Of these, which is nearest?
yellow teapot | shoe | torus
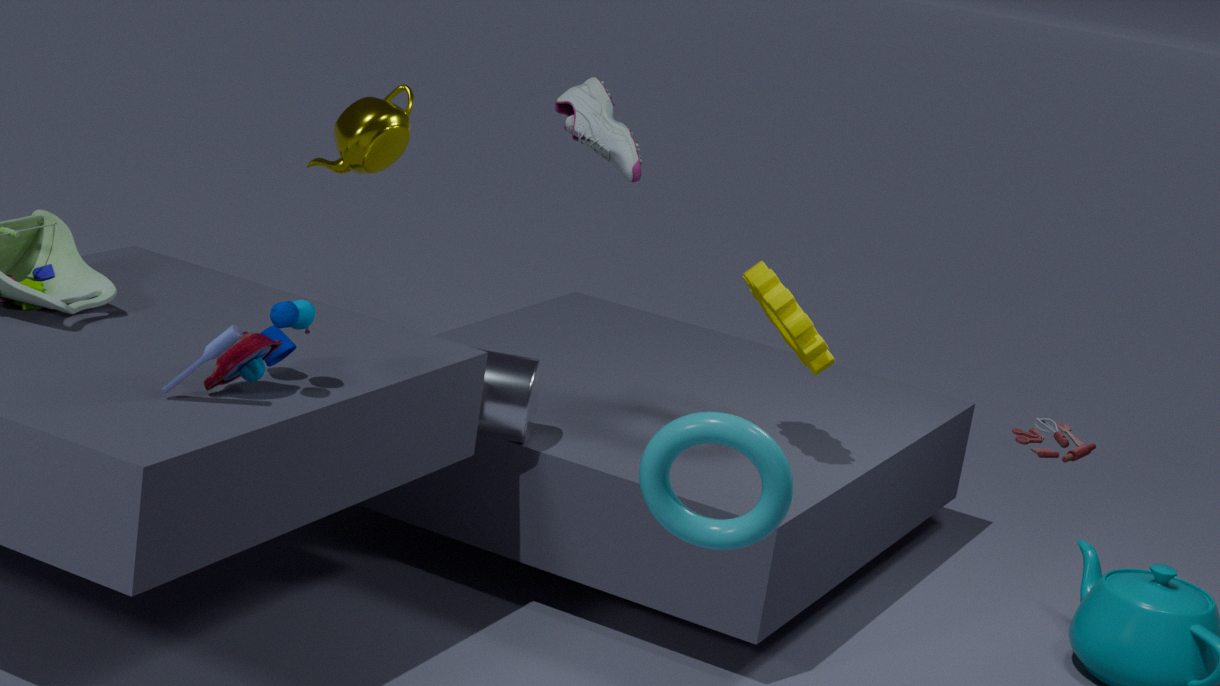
torus
